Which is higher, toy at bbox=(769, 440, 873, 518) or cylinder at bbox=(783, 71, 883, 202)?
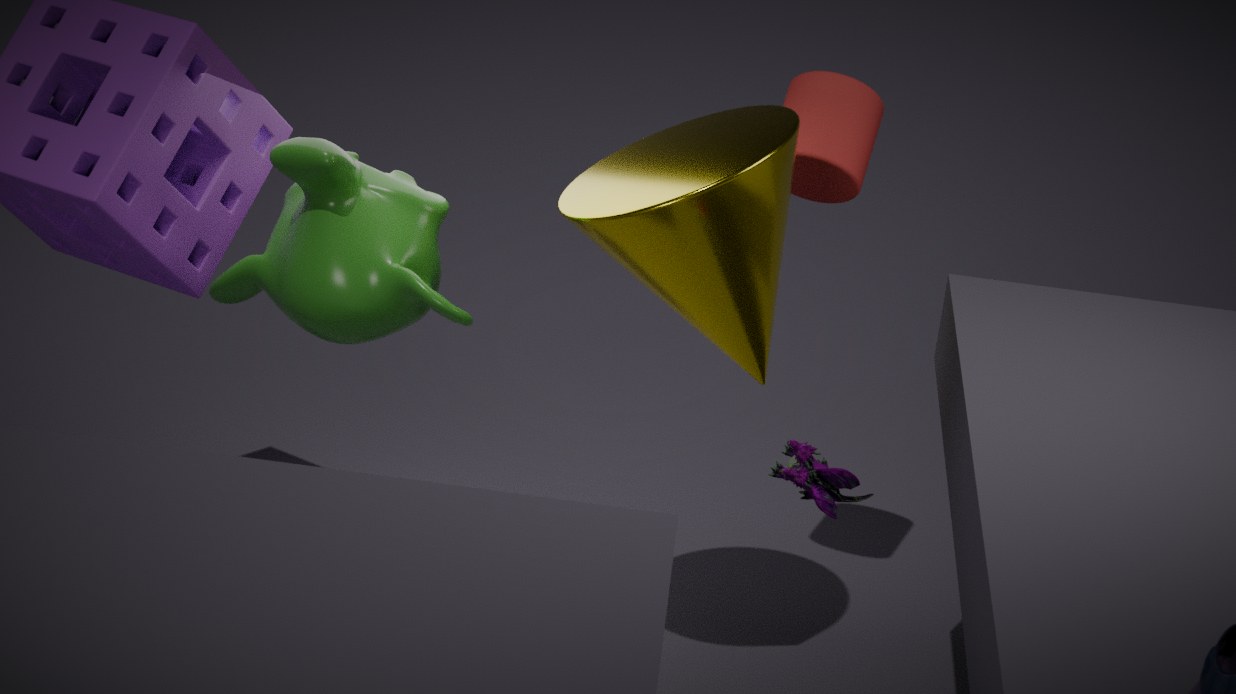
cylinder at bbox=(783, 71, 883, 202)
